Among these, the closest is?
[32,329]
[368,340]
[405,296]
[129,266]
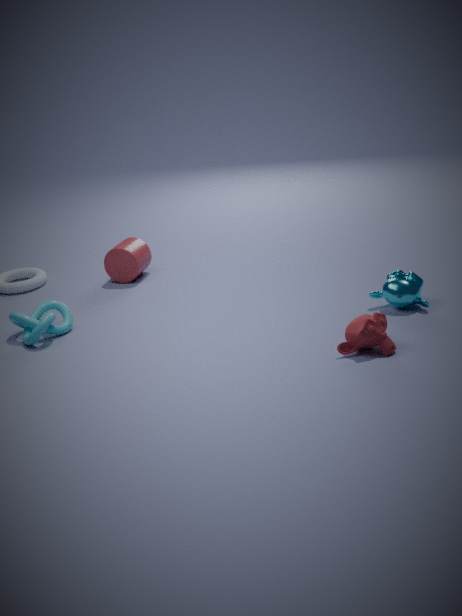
[368,340]
